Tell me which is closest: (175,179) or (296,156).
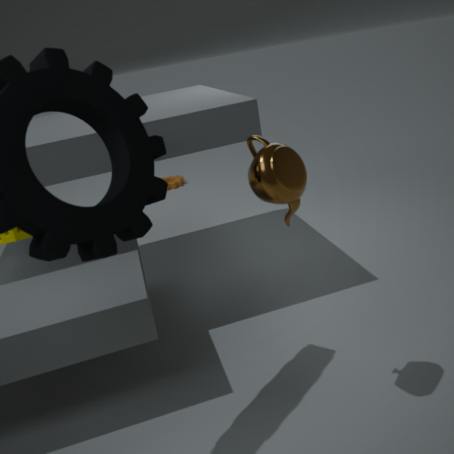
(296,156)
